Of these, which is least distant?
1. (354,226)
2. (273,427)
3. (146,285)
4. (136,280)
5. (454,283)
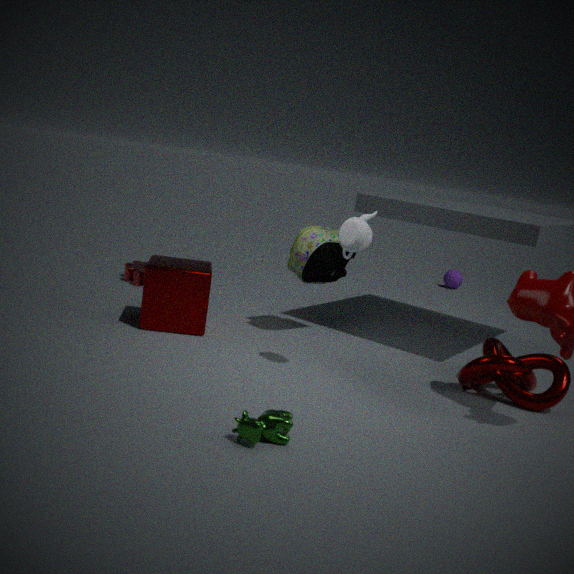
(273,427)
